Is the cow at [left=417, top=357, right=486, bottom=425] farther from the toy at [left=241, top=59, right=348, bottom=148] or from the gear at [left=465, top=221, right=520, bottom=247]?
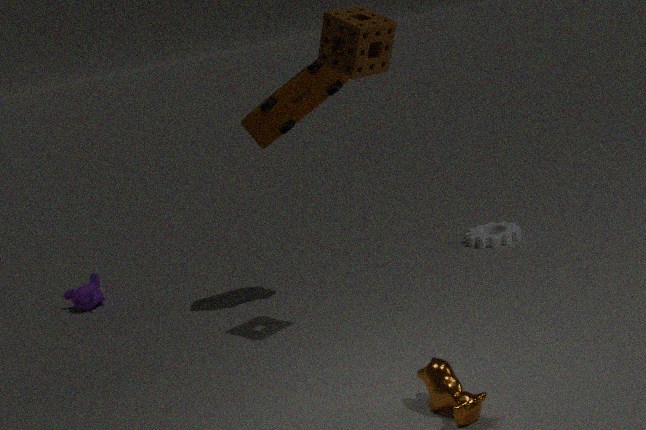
the gear at [left=465, top=221, right=520, bottom=247]
